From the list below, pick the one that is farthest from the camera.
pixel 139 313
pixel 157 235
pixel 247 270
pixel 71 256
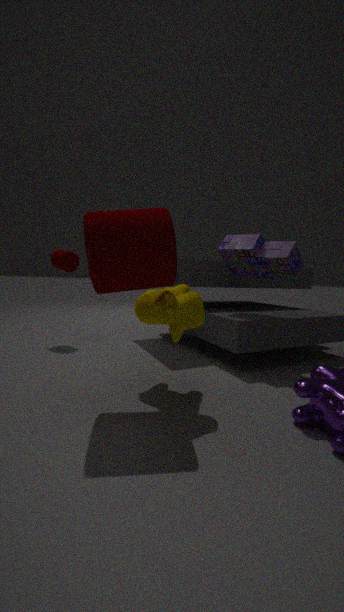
pixel 71 256
